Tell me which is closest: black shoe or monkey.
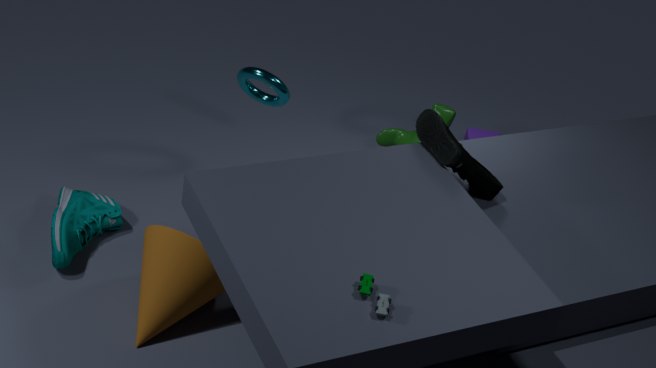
black shoe
